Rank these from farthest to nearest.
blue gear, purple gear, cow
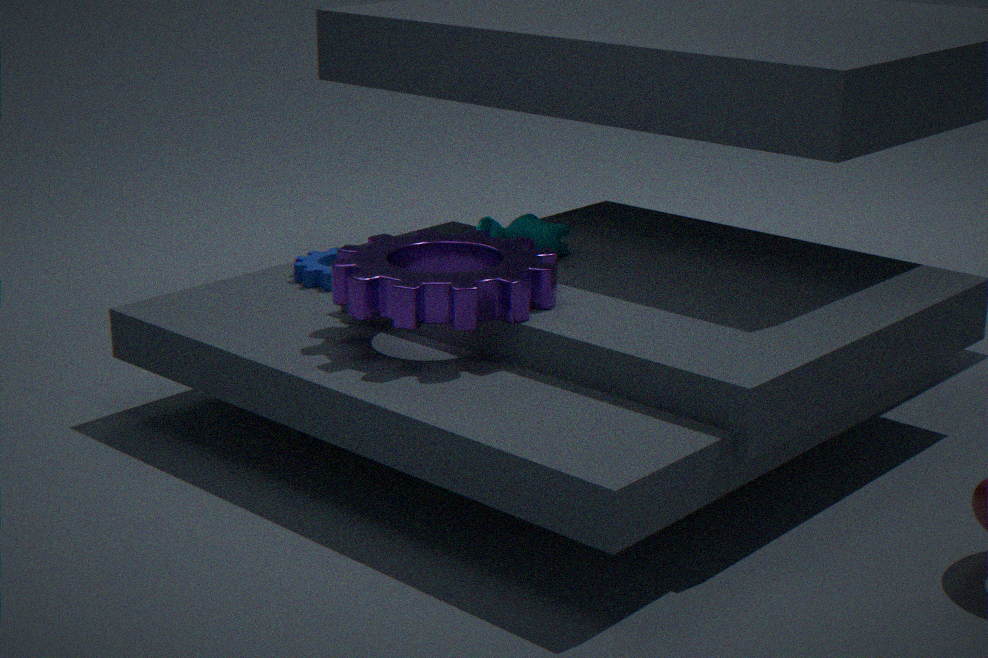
blue gear → cow → purple gear
